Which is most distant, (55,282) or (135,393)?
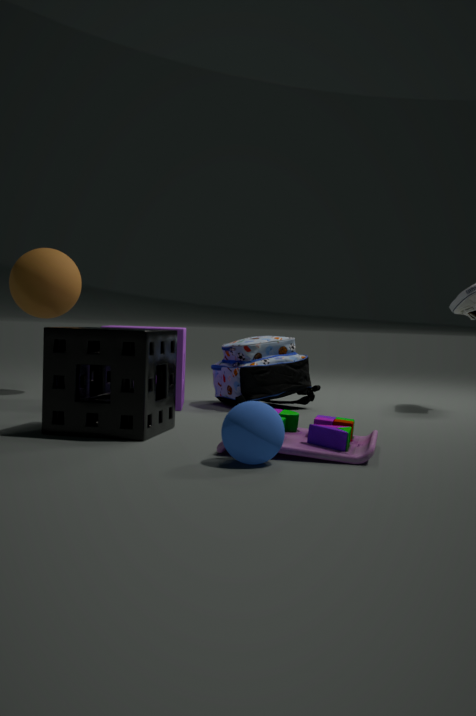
(55,282)
